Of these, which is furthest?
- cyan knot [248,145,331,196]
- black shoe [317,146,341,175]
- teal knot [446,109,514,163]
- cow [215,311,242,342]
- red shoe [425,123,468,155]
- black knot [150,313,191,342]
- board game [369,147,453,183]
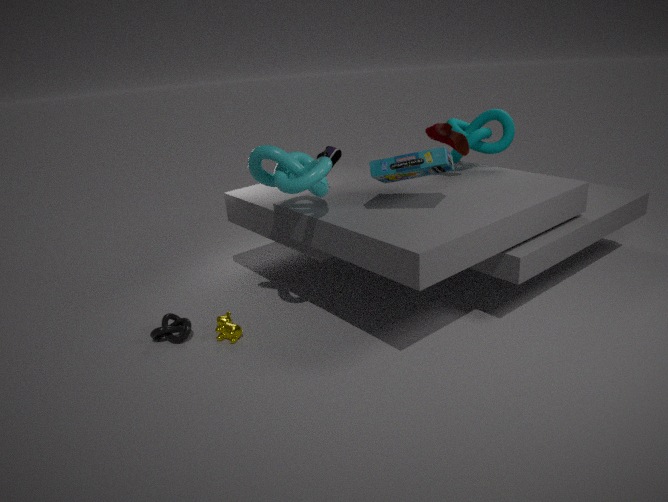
teal knot [446,109,514,163]
